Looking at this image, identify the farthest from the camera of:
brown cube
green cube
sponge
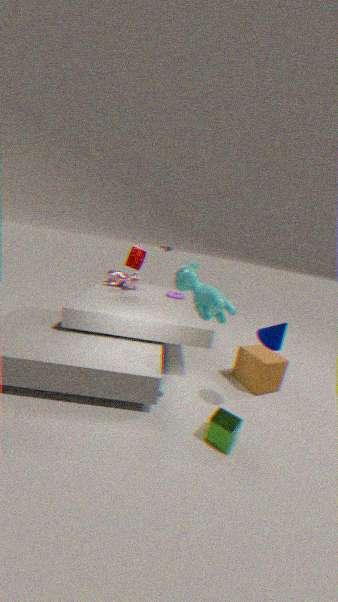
sponge
